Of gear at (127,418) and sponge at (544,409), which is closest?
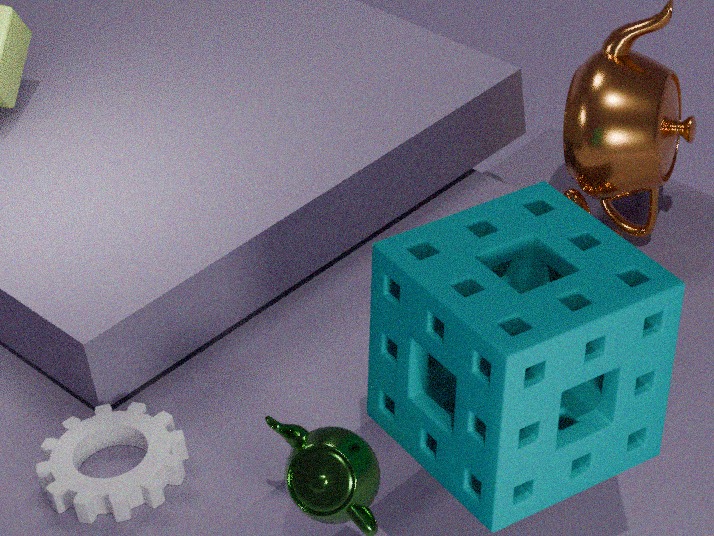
sponge at (544,409)
